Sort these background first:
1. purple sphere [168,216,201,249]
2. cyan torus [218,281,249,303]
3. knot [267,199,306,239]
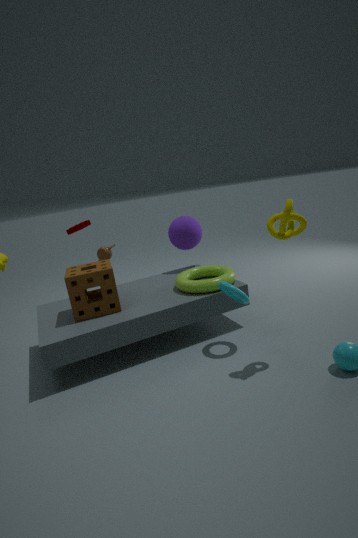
purple sphere [168,216,201,249] → cyan torus [218,281,249,303] → knot [267,199,306,239]
